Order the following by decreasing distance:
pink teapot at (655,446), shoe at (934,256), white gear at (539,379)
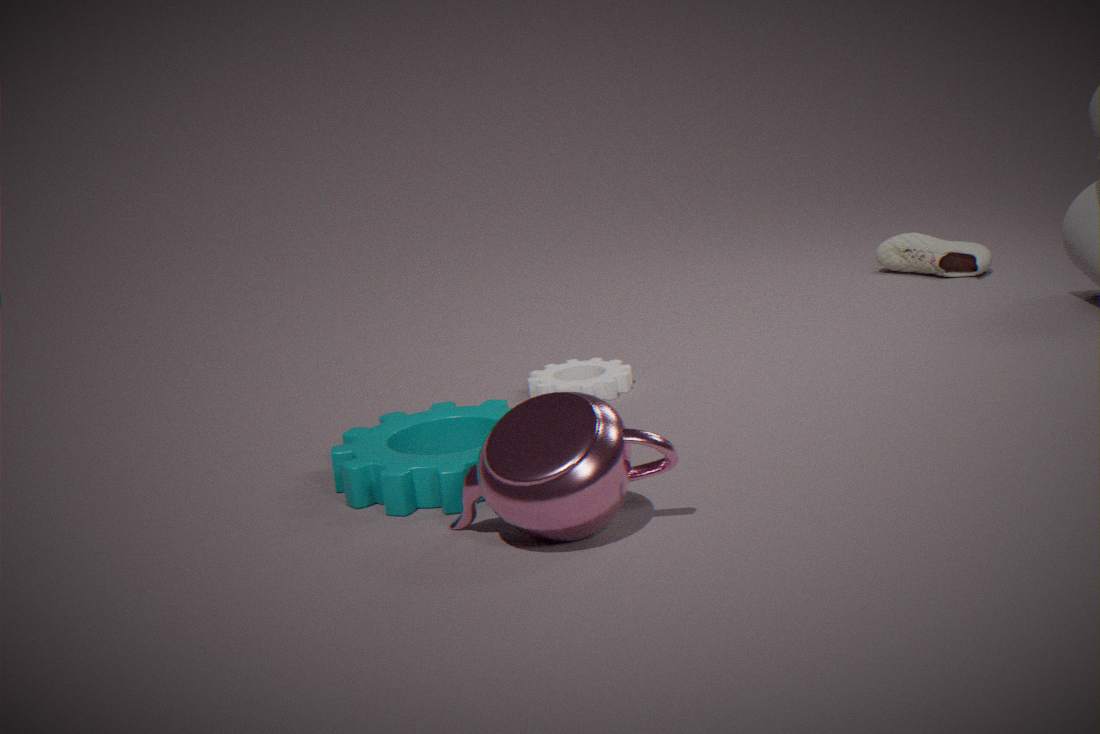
shoe at (934,256)
white gear at (539,379)
pink teapot at (655,446)
